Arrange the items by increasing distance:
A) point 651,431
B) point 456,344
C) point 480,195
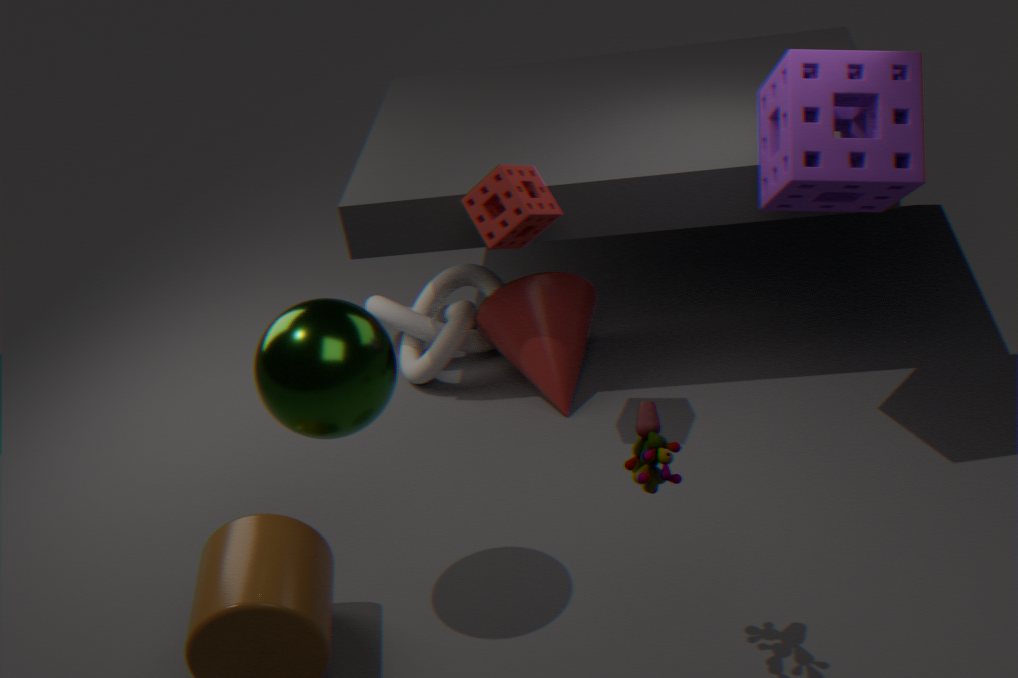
point 651,431
point 480,195
point 456,344
